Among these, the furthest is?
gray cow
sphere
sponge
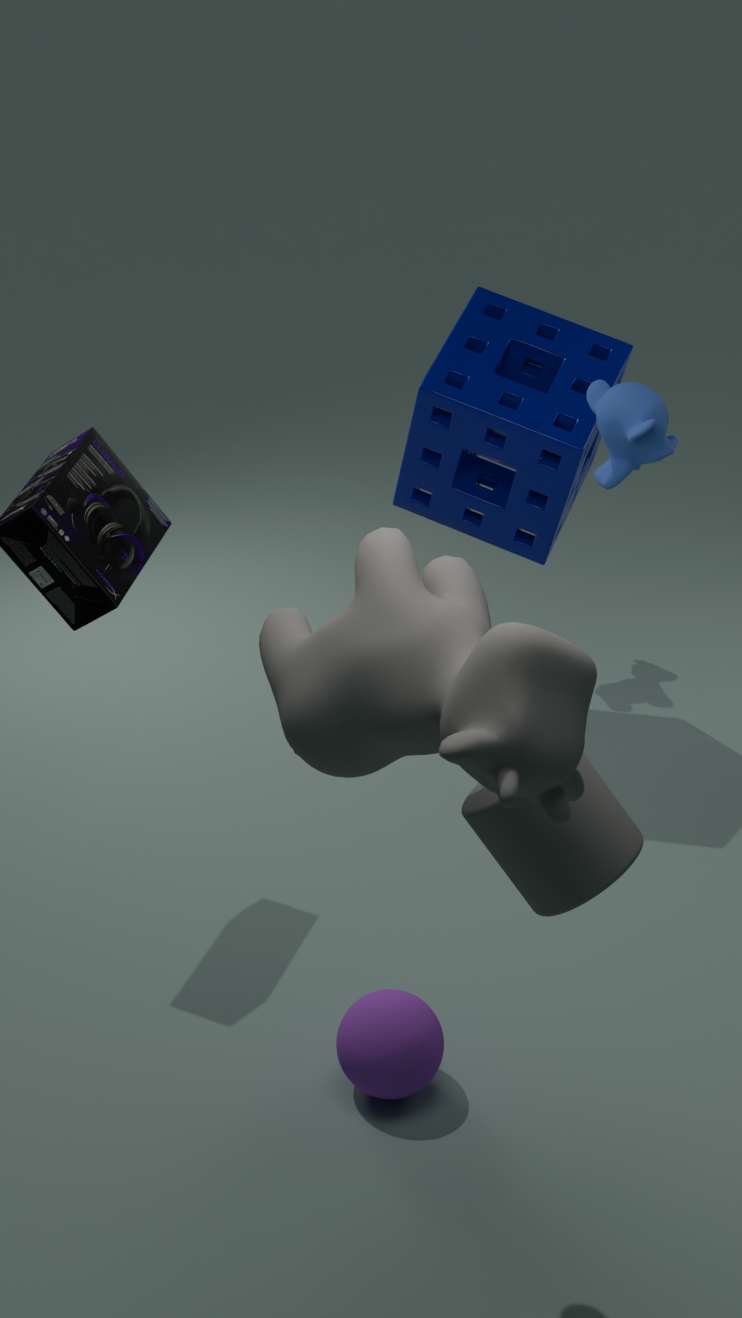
sponge
